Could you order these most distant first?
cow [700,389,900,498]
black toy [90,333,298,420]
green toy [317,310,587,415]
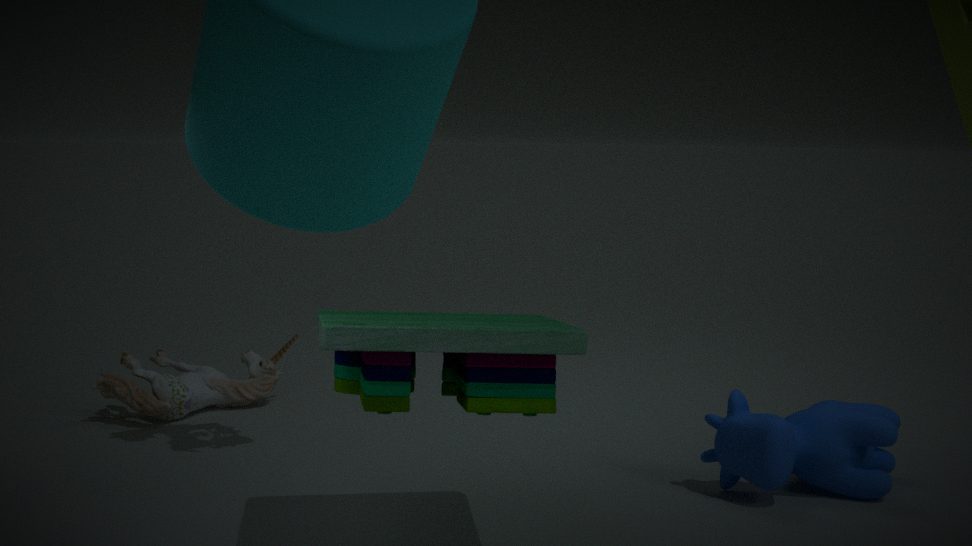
1. black toy [90,333,298,420]
2. cow [700,389,900,498]
3. green toy [317,310,587,415]
